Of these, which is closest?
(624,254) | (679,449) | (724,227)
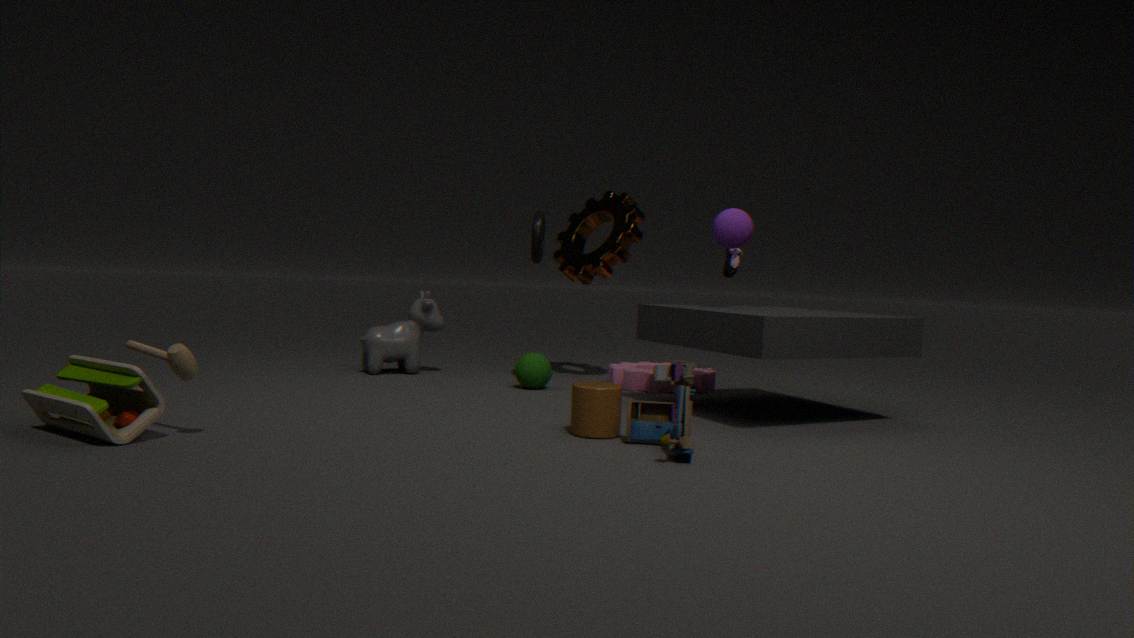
(679,449)
